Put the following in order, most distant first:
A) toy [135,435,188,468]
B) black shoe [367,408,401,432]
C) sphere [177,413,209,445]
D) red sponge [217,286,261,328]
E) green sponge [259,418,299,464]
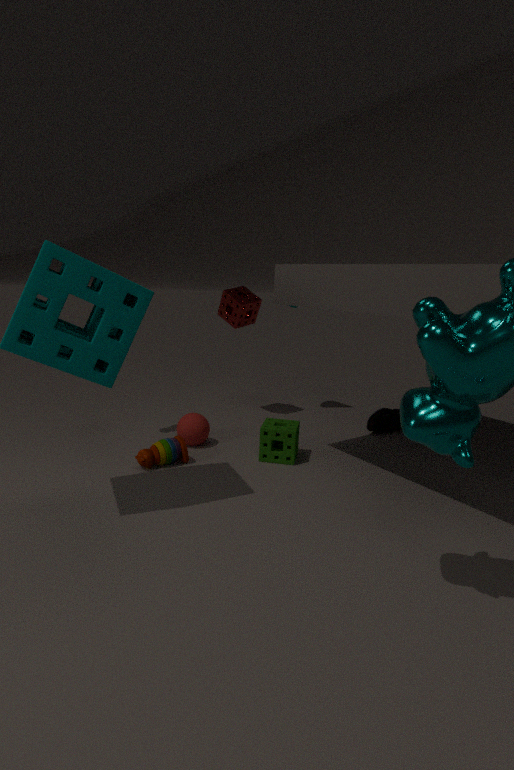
red sponge [217,286,261,328]
black shoe [367,408,401,432]
sphere [177,413,209,445]
green sponge [259,418,299,464]
toy [135,435,188,468]
